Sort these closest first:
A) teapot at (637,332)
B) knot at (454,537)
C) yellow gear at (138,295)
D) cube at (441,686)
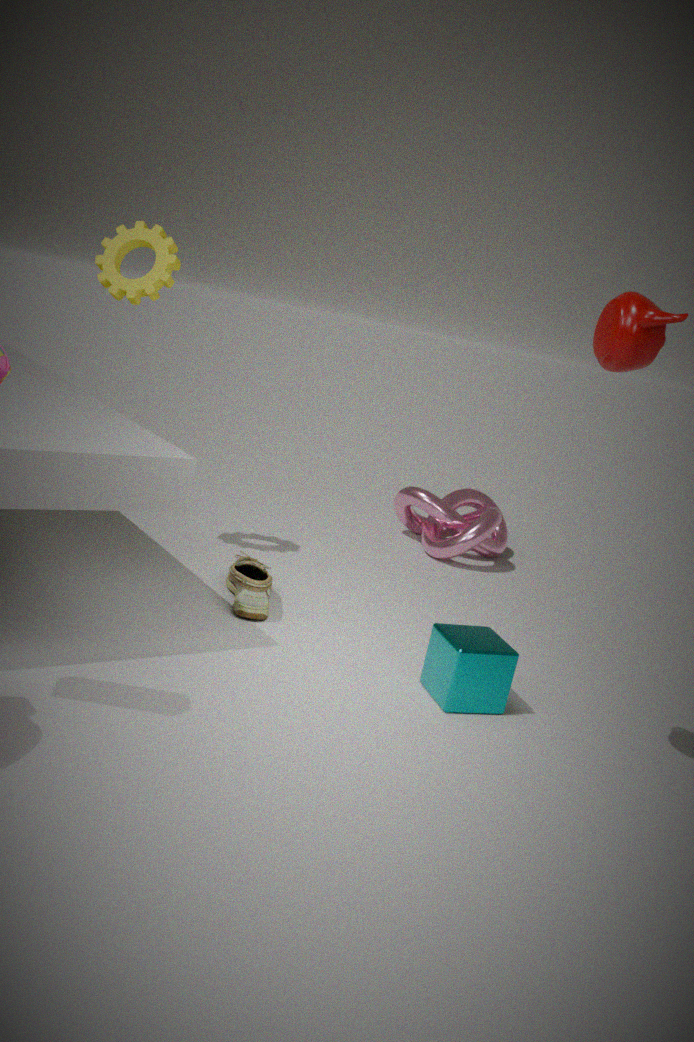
1. teapot at (637,332)
2. cube at (441,686)
3. yellow gear at (138,295)
4. knot at (454,537)
